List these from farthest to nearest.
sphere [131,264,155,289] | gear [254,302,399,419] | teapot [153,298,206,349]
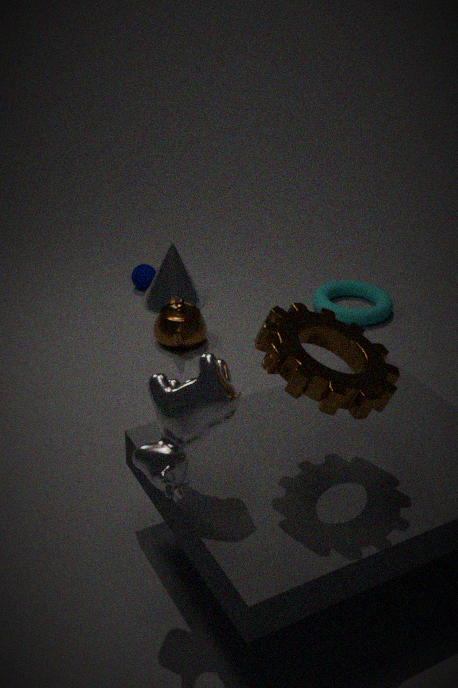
sphere [131,264,155,289] → teapot [153,298,206,349] → gear [254,302,399,419]
